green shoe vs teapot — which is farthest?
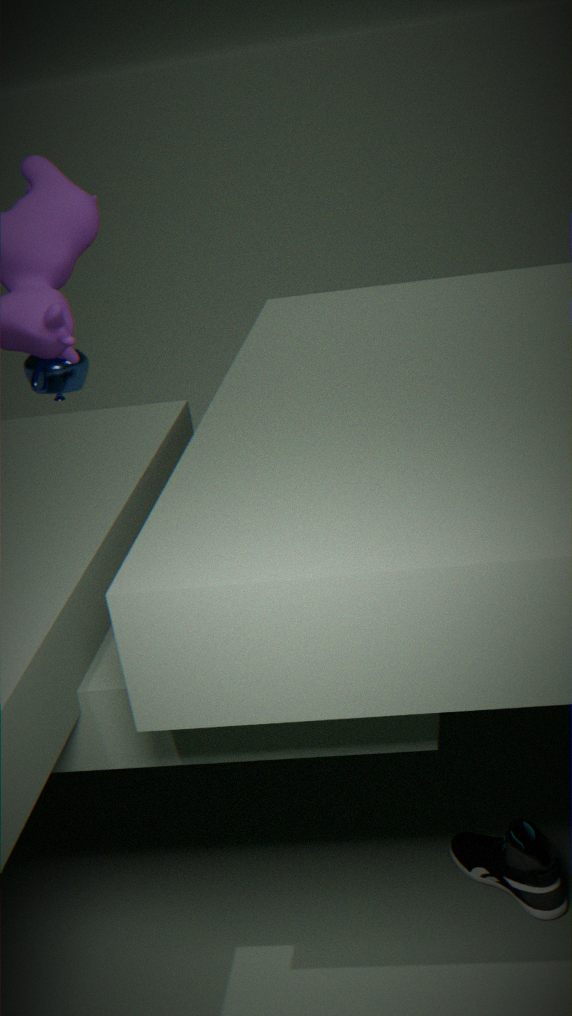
teapot
